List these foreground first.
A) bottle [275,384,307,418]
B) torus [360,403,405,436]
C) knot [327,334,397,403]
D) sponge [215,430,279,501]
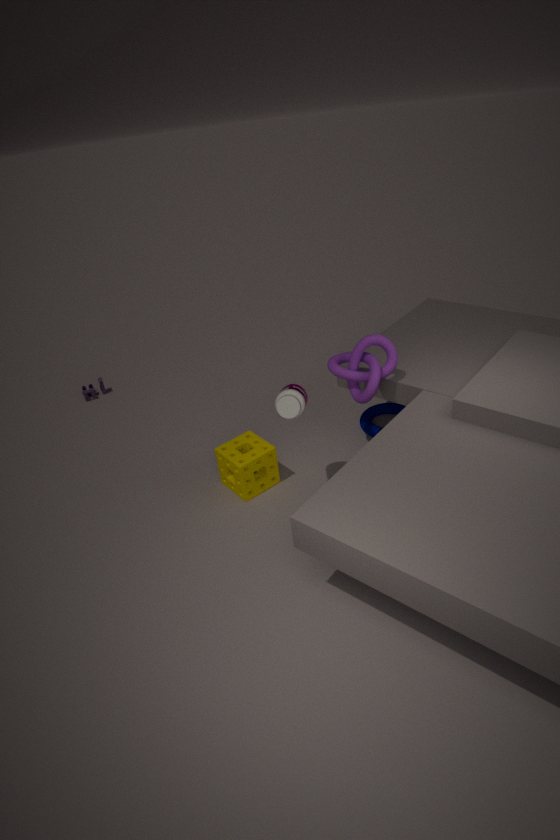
1. bottle [275,384,307,418]
2. knot [327,334,397,403]
3. sponge [215,430,279,501]
4. torus [360,403,405,436]
